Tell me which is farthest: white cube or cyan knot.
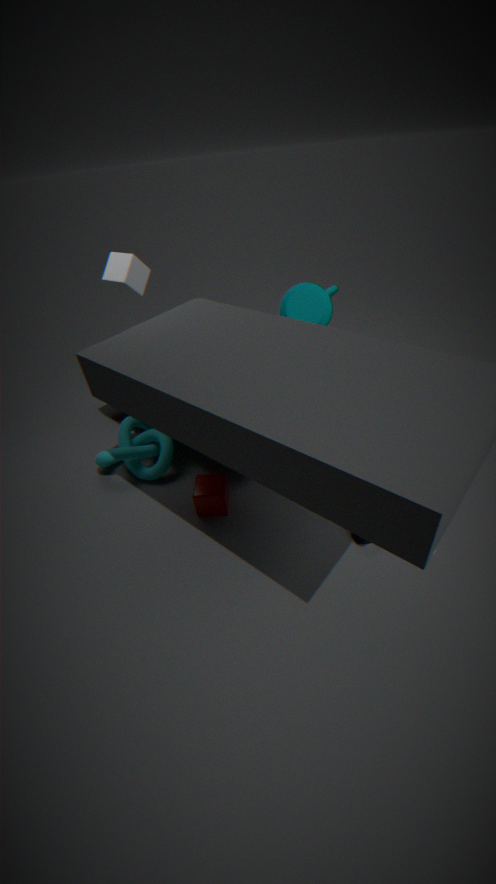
cyan knot
